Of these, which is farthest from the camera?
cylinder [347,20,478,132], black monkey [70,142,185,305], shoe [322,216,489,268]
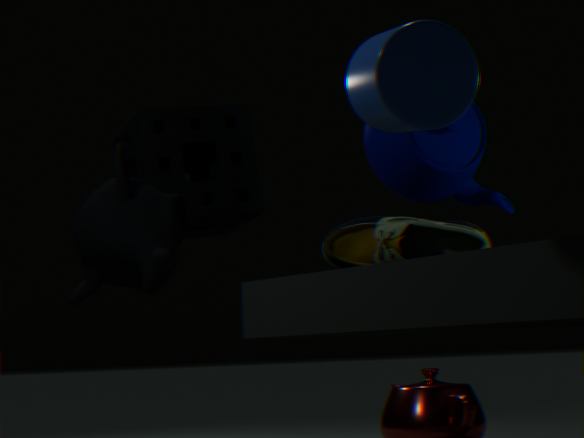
black monkey [70,142,185,305]
